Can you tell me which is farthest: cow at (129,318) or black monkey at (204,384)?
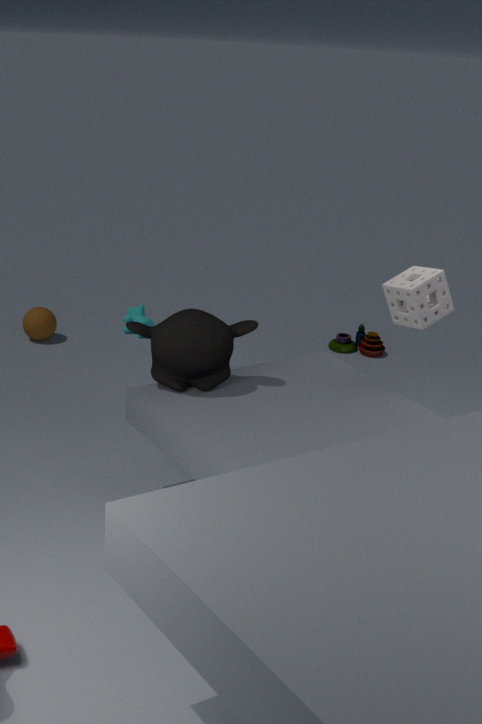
cow at (129,318)
